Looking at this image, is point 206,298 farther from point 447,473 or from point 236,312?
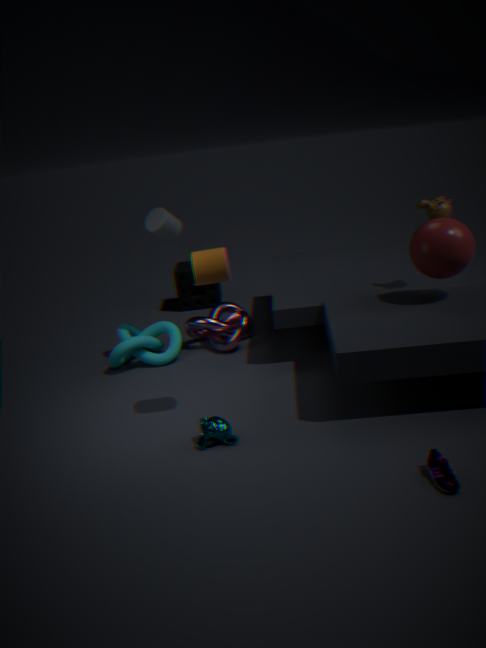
point 447,473
